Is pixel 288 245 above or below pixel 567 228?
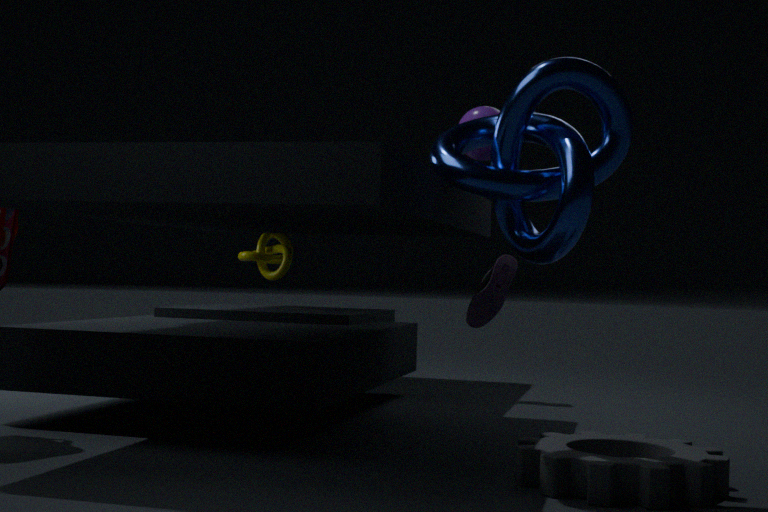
below
